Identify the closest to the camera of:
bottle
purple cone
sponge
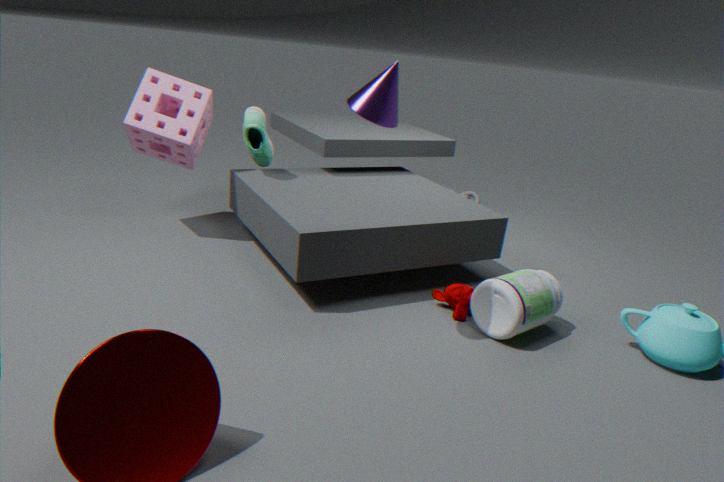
purple cone
